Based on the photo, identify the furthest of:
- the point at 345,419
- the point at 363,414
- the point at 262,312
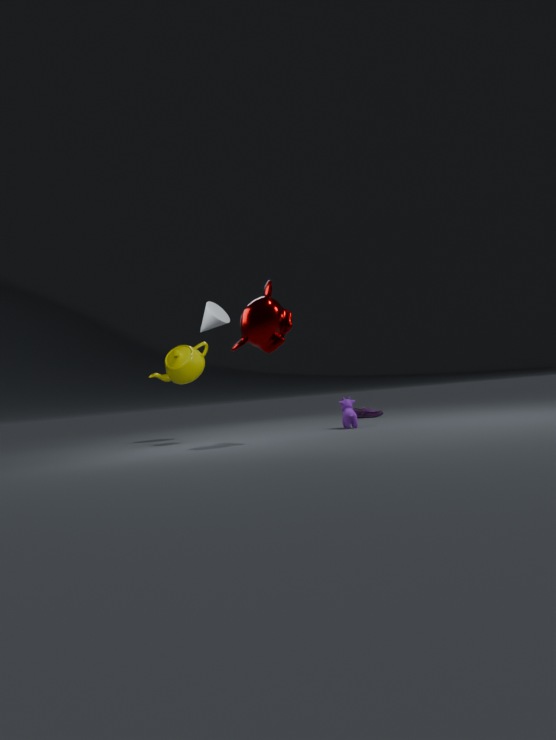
the point at 363,414
